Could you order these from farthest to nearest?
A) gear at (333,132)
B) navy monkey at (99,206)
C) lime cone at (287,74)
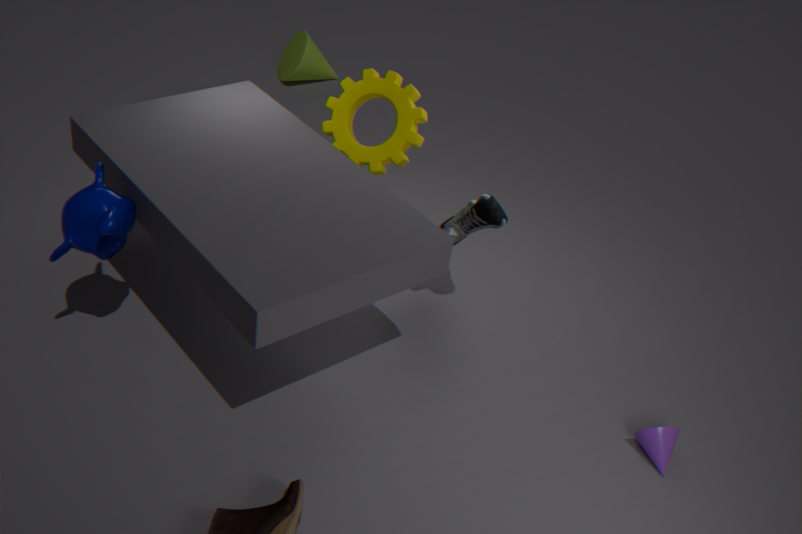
1. lime cone at (287,74)
2. gear at (333,132)
3. navy monkey at (99,206)
